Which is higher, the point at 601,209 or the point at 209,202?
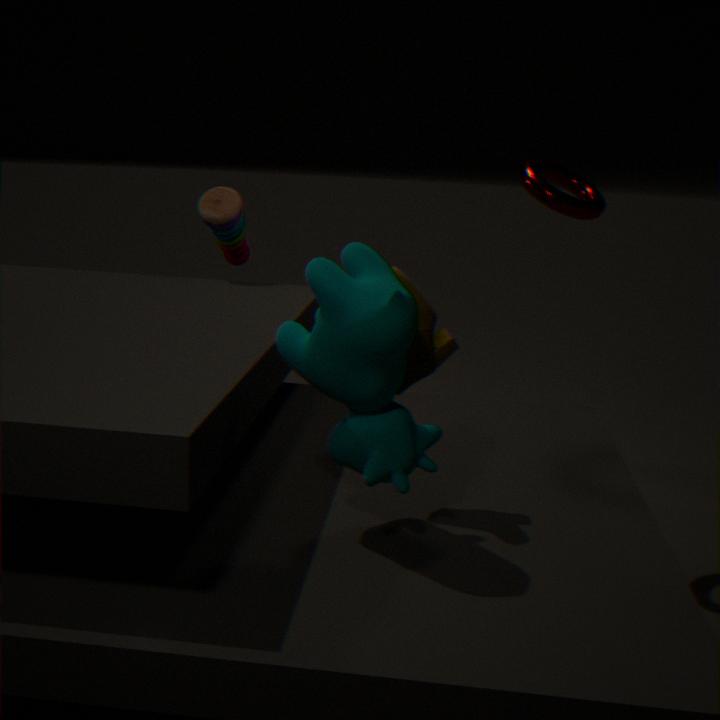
the point at 601,209
